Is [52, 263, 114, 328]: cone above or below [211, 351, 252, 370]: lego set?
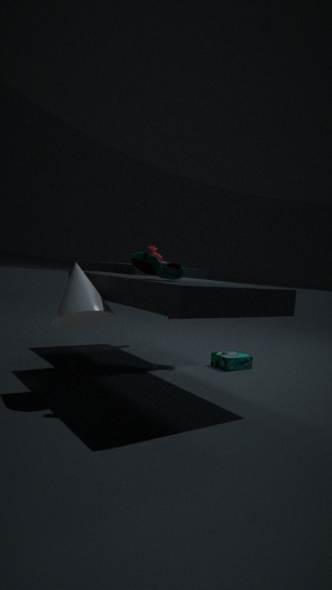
above
